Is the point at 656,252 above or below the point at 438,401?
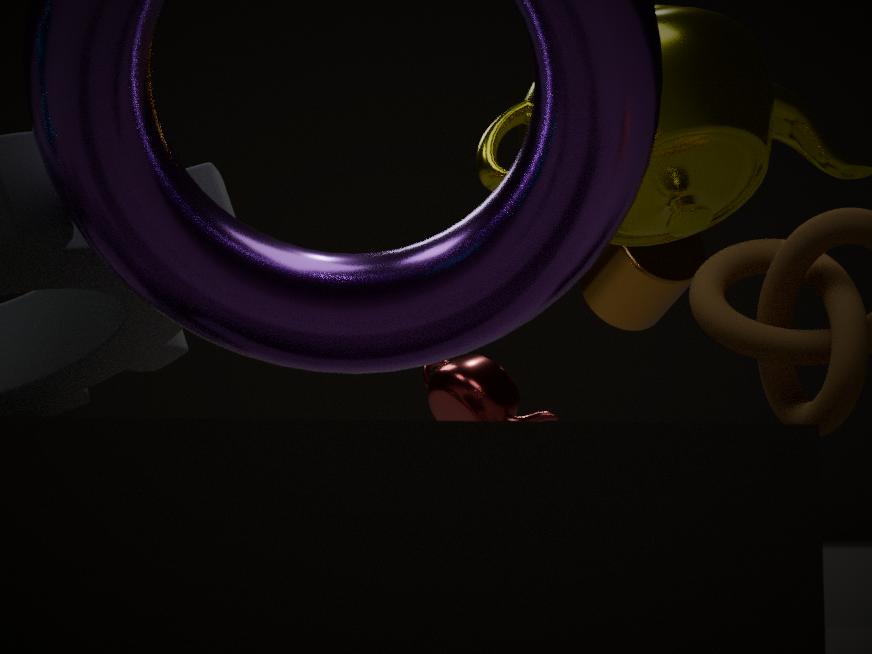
above
